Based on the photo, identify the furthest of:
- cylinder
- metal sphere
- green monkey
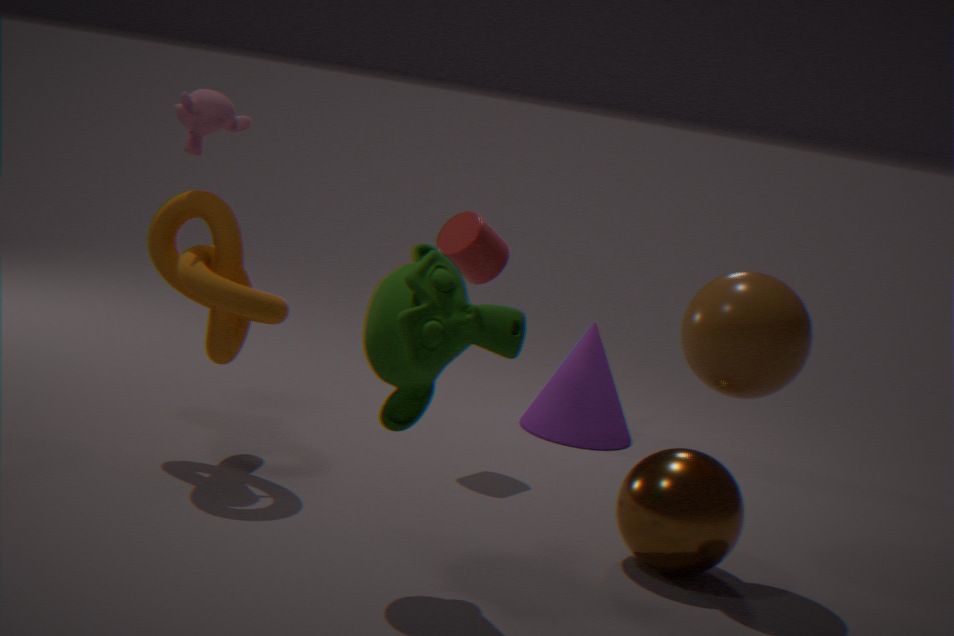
cylinder
